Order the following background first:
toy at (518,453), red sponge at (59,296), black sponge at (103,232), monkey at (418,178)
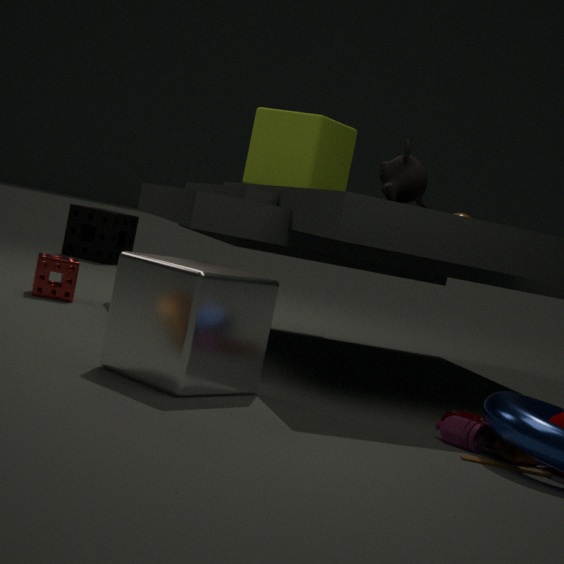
black sponge at (103,232) → red sponge at (59,296) → monkey at (418,178) → toy at (518,453)
